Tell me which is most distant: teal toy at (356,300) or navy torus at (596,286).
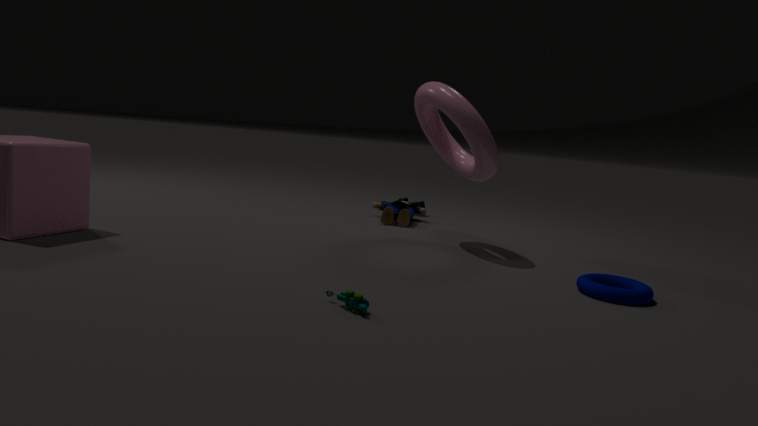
navy torus at (596,286)
